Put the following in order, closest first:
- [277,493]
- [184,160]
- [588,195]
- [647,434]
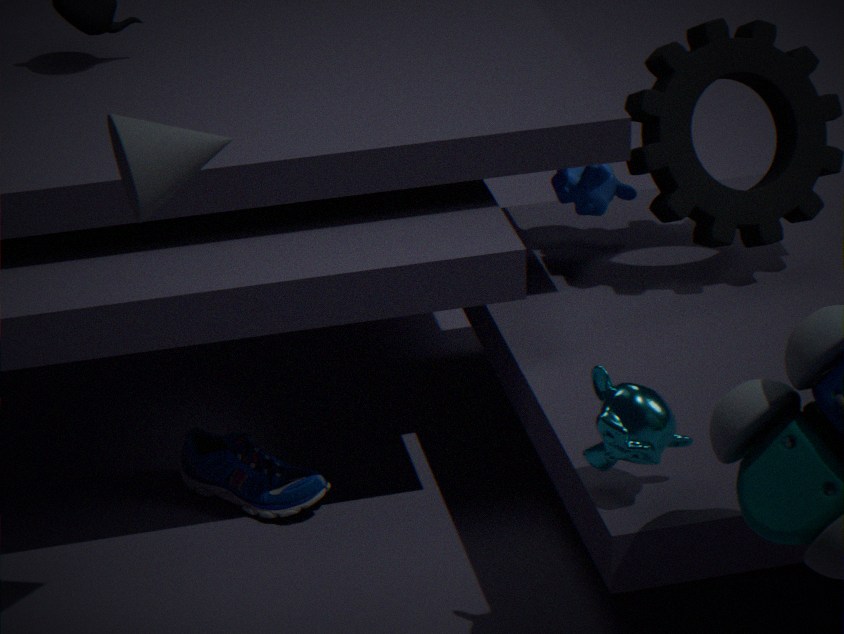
1. [184,160]
2. [647,434]
3. [277,493]
4. [588,195]
